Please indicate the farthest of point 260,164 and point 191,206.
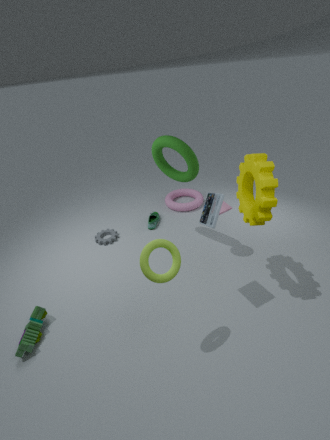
point 191,206
